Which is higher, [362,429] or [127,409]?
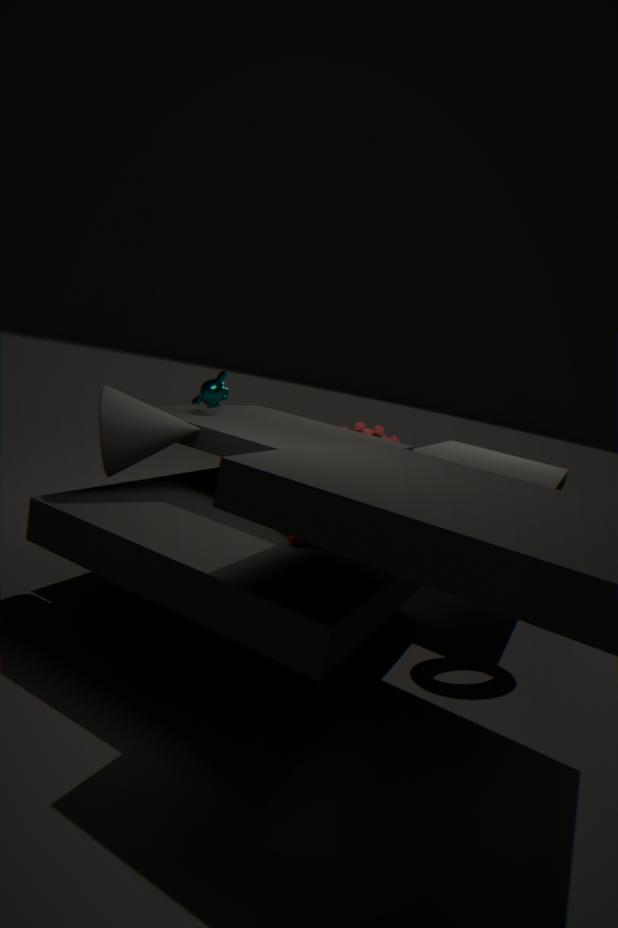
[127,409]
